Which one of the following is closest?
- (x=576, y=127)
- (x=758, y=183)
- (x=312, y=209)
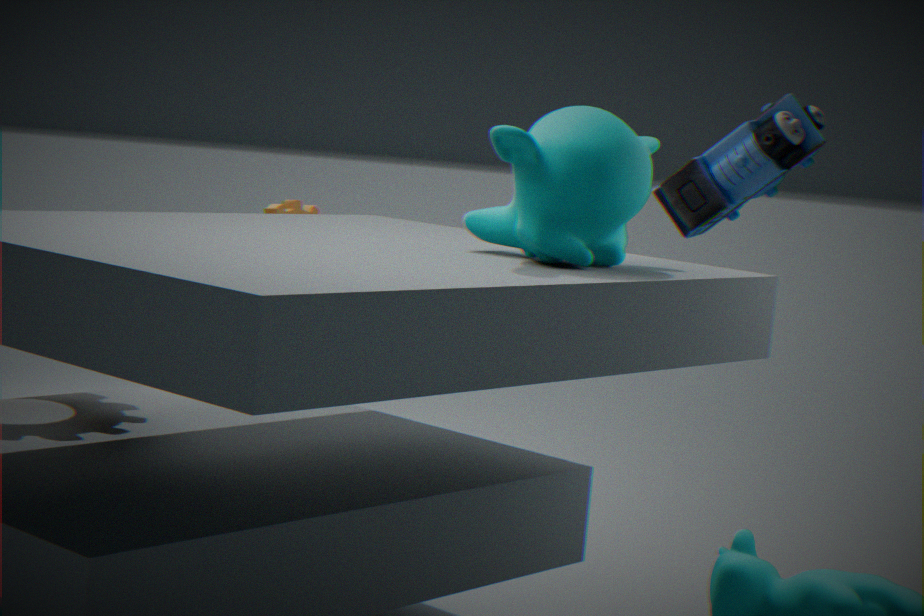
(x=758, y=183)
